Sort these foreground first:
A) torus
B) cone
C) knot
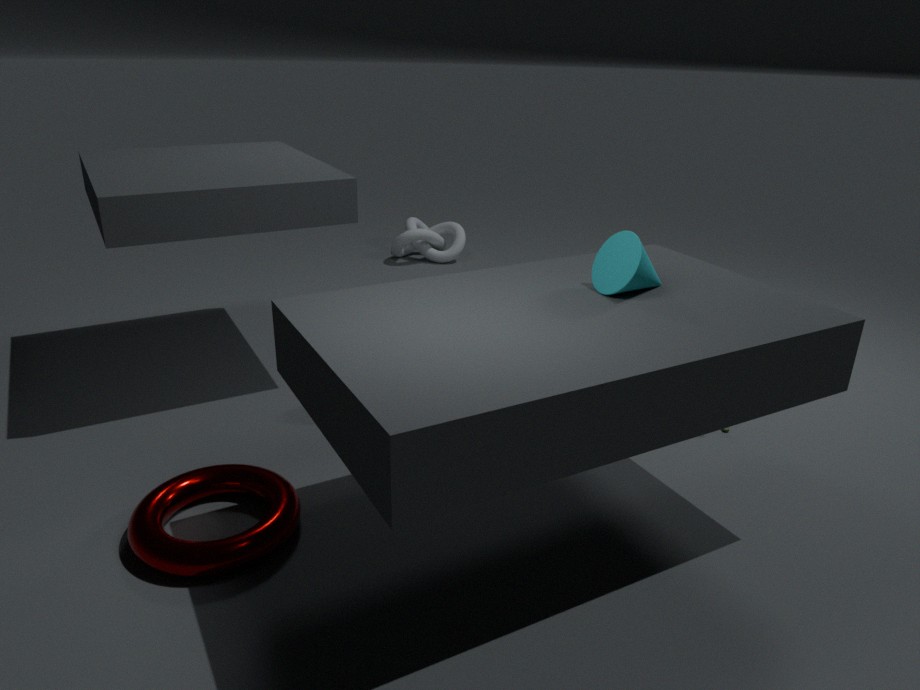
torus, cone, knot
